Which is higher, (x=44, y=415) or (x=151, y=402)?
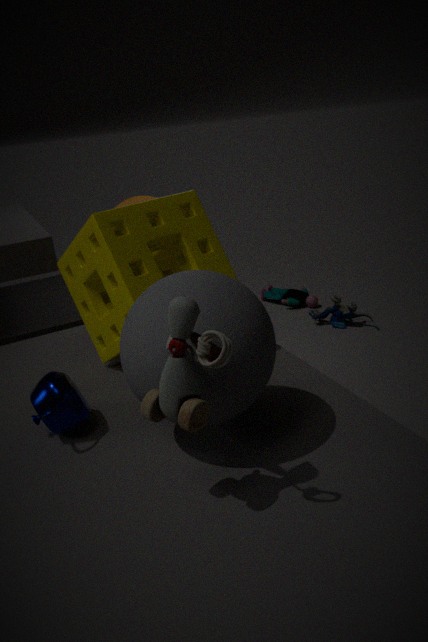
(x=151, y=402)
